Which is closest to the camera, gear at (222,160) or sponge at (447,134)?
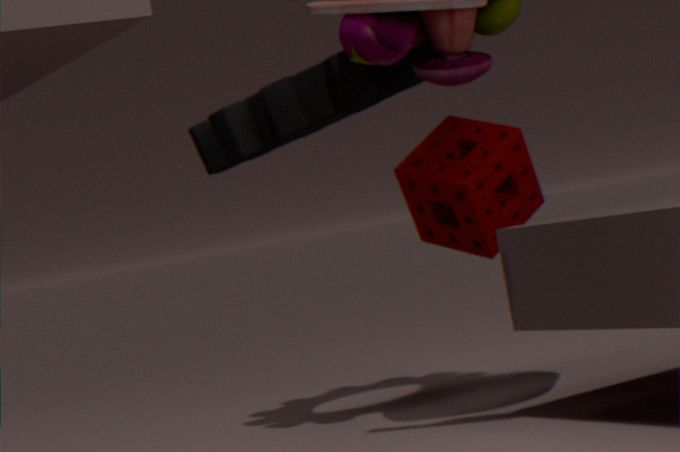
gear at (222,160)
